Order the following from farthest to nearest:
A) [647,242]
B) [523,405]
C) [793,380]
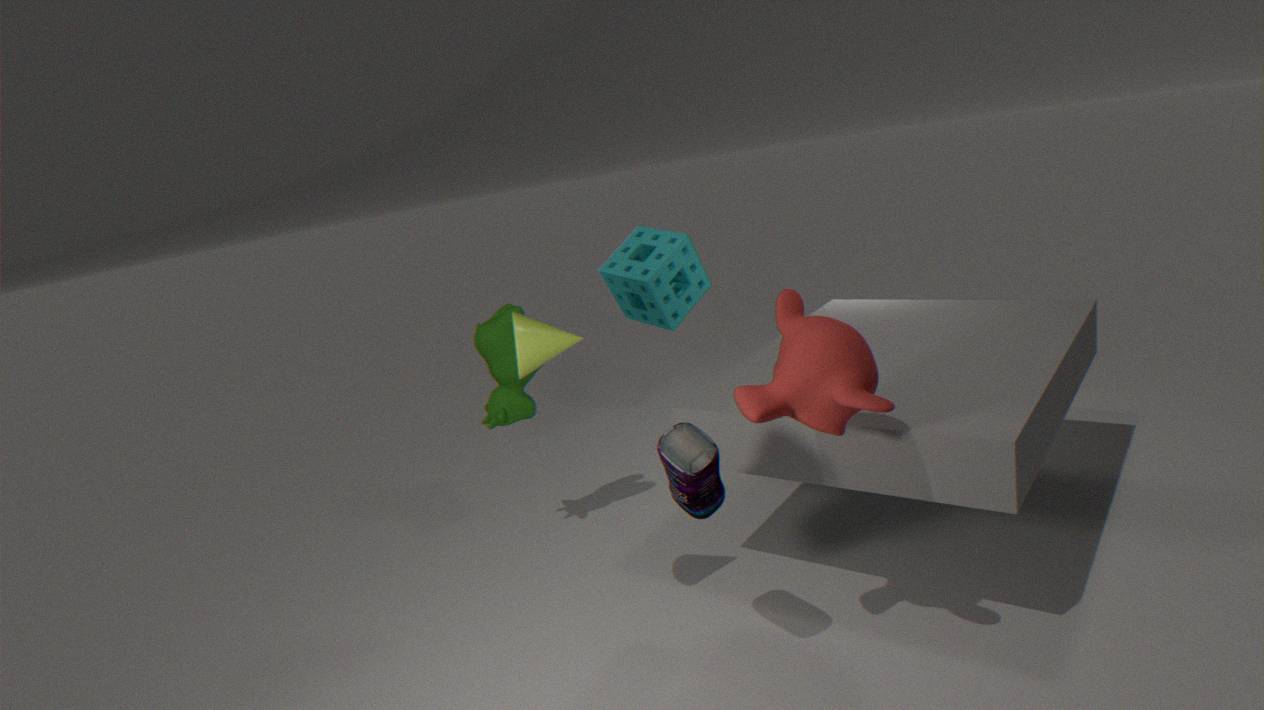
[647,242], [523,405], [793,380]
